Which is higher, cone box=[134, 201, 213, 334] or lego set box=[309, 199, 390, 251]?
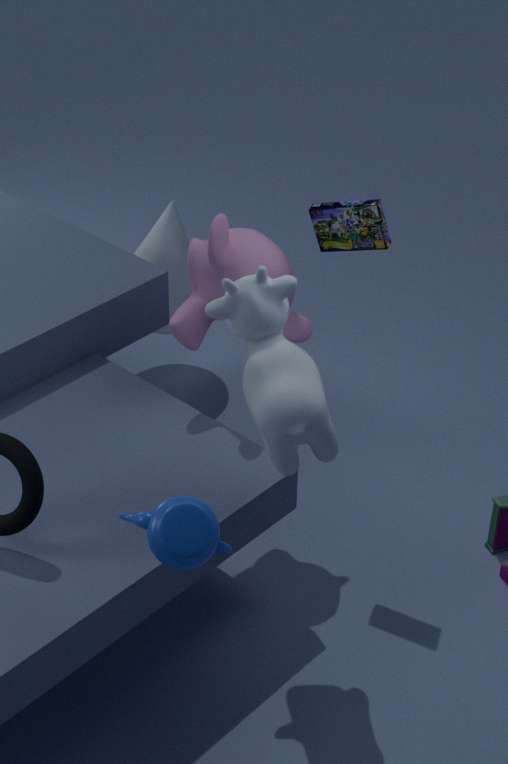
lego set box=[309, 199, 390, 251]
